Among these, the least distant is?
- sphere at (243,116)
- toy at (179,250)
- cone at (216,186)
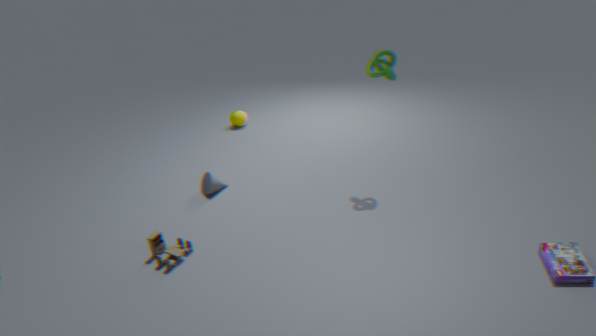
toy at (179,250)
